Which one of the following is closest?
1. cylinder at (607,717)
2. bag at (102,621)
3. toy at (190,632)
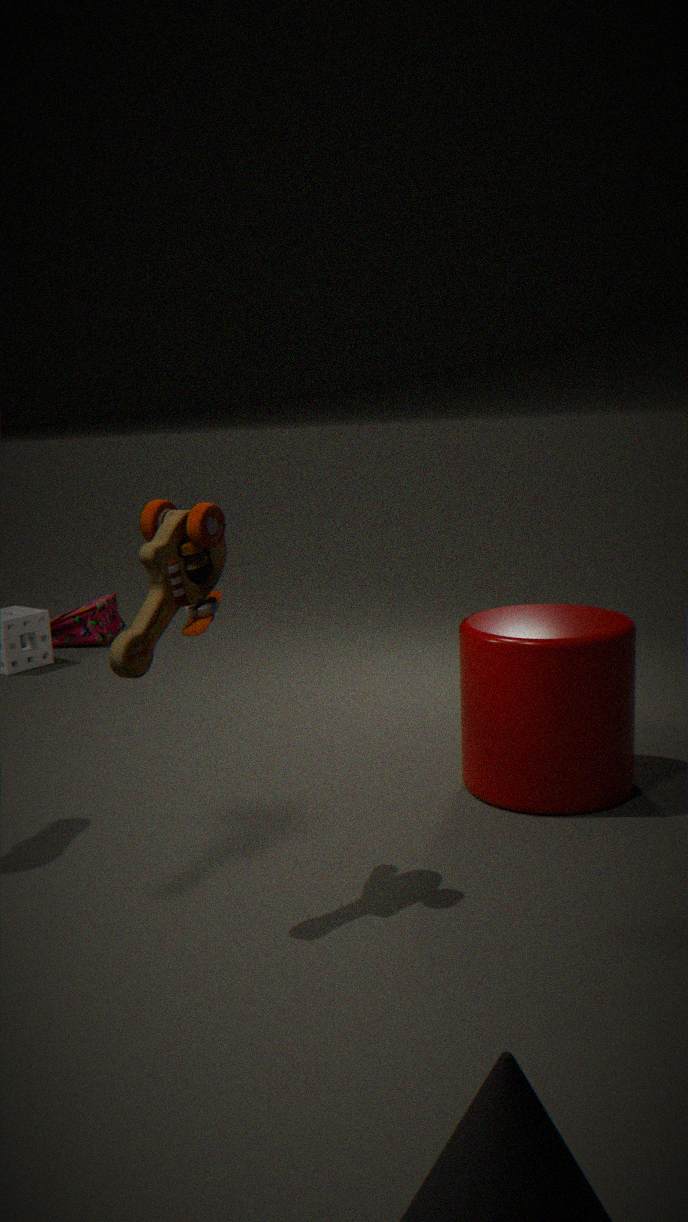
toy at (190,632)
